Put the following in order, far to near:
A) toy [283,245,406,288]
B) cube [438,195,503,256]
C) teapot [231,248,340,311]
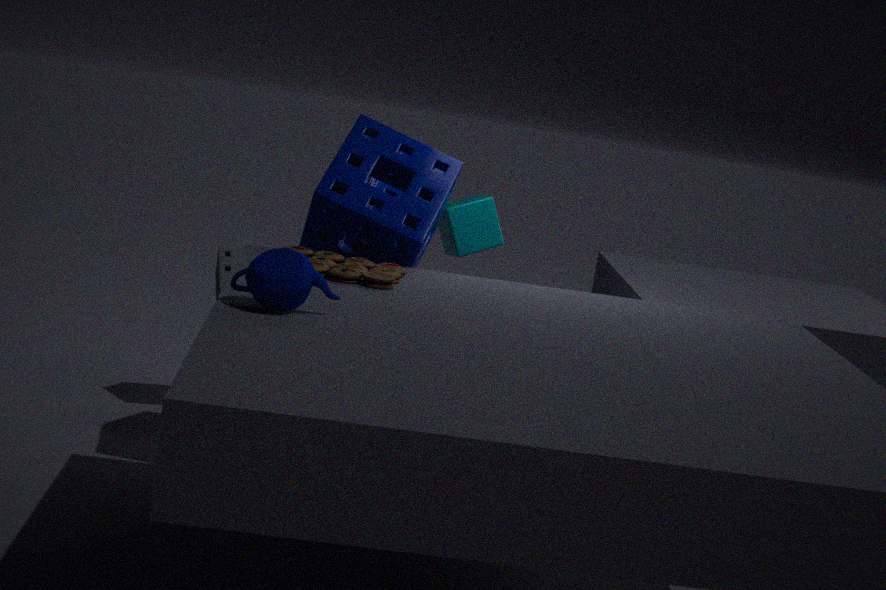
cube [438,195,503,256] < toy [283,245,406,288] < teapot [231,248,340,311]
